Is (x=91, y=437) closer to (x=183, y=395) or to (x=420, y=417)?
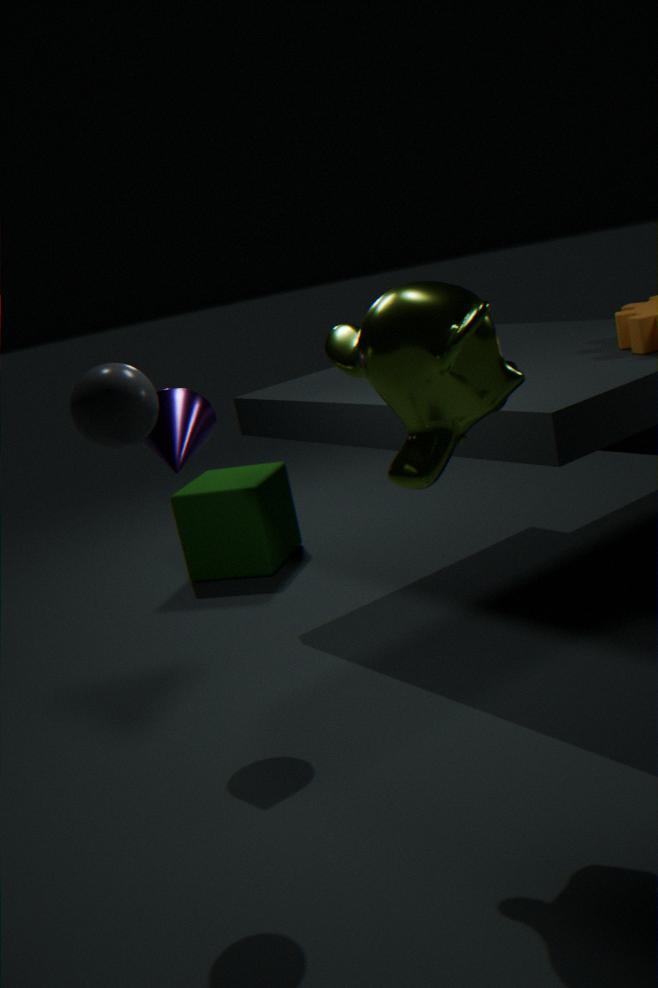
(x=183, y=395)
